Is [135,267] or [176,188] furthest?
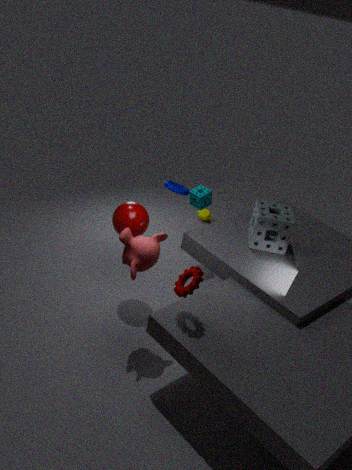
[176,188]
